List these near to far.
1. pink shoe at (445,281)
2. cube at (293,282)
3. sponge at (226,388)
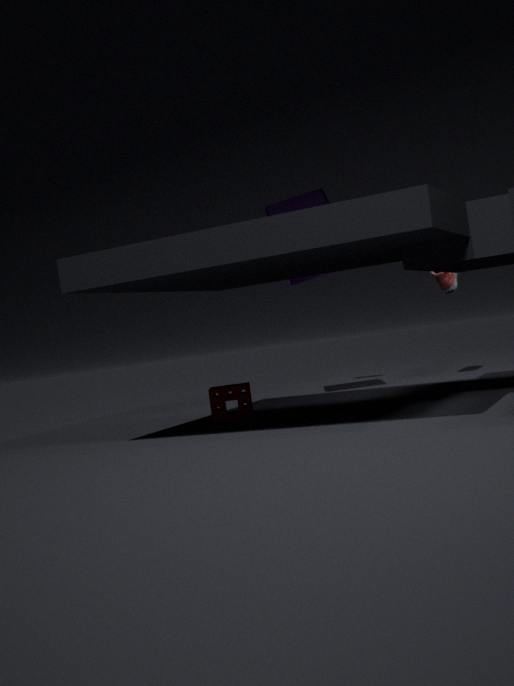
sponge at (226,388) → cube at (293,282) → pink shoe at (445,281)
